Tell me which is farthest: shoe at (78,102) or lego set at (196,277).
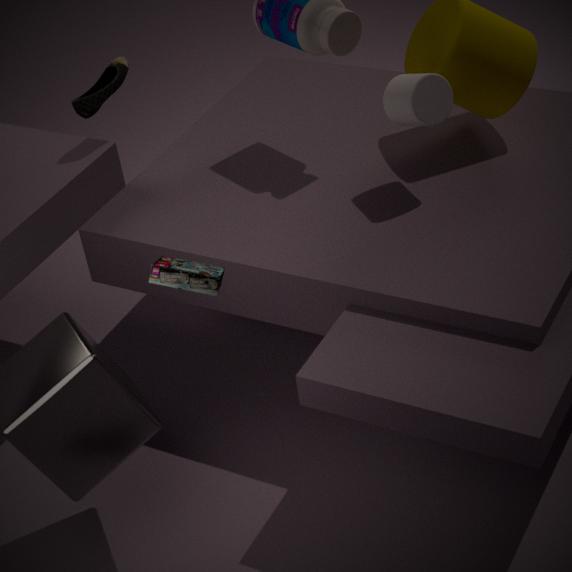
shoe at (78,102)
